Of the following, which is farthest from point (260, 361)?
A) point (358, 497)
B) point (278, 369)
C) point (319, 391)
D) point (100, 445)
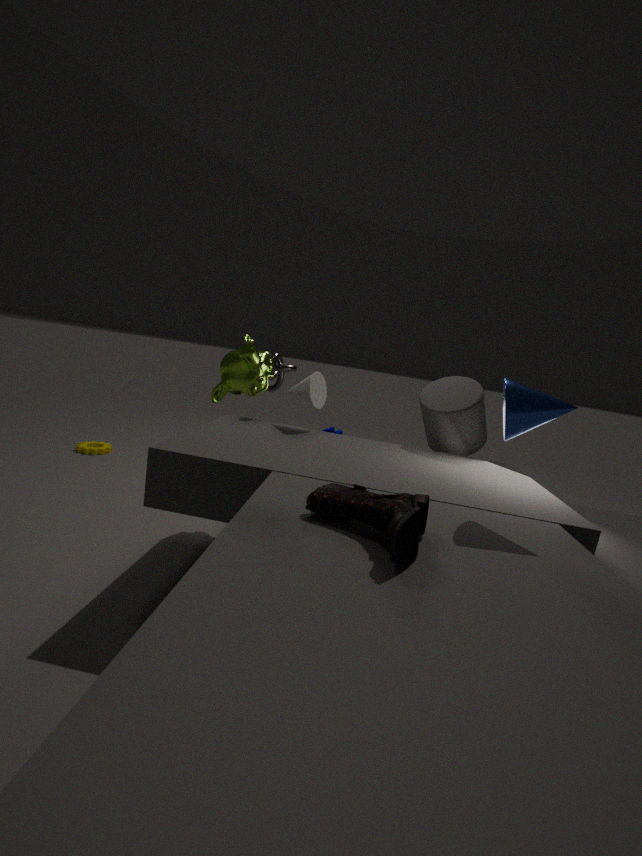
point (100, 445)
